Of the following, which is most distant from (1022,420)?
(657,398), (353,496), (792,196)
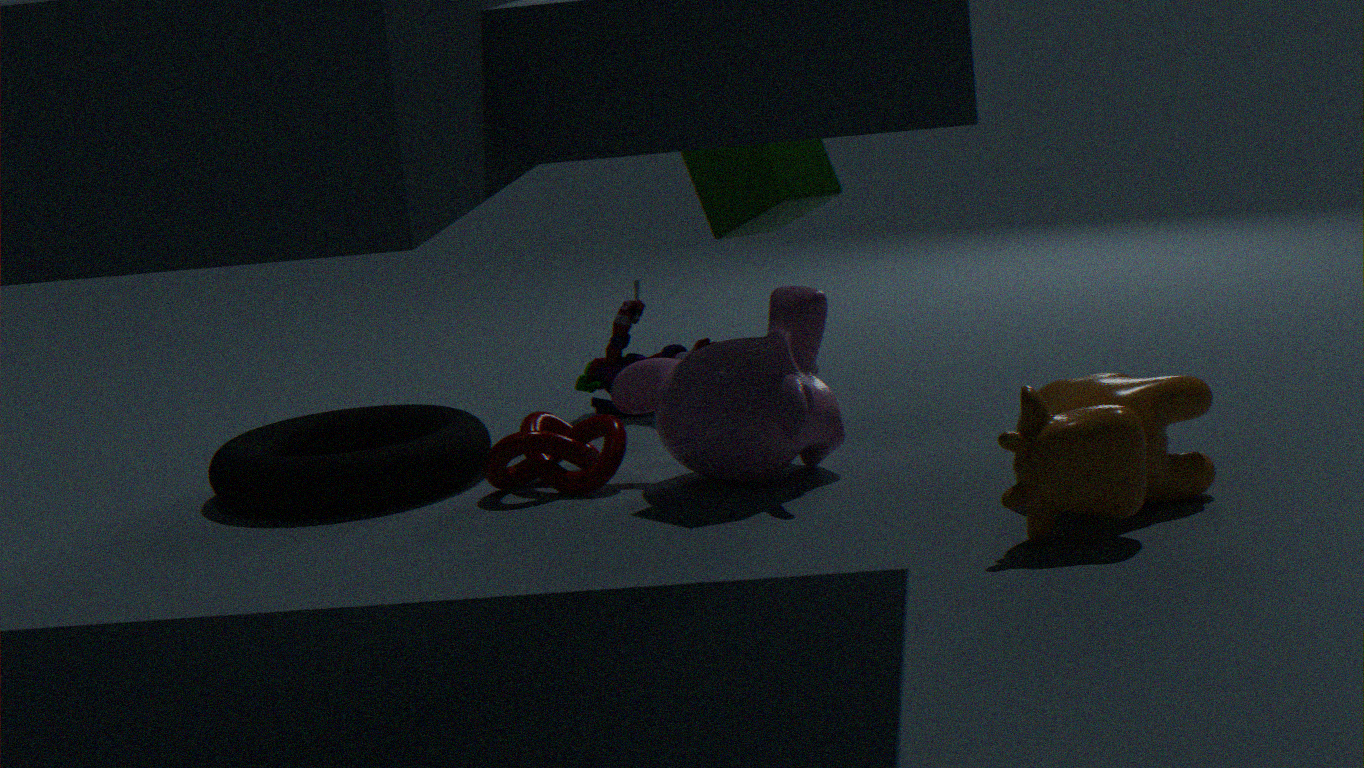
(353,496)
